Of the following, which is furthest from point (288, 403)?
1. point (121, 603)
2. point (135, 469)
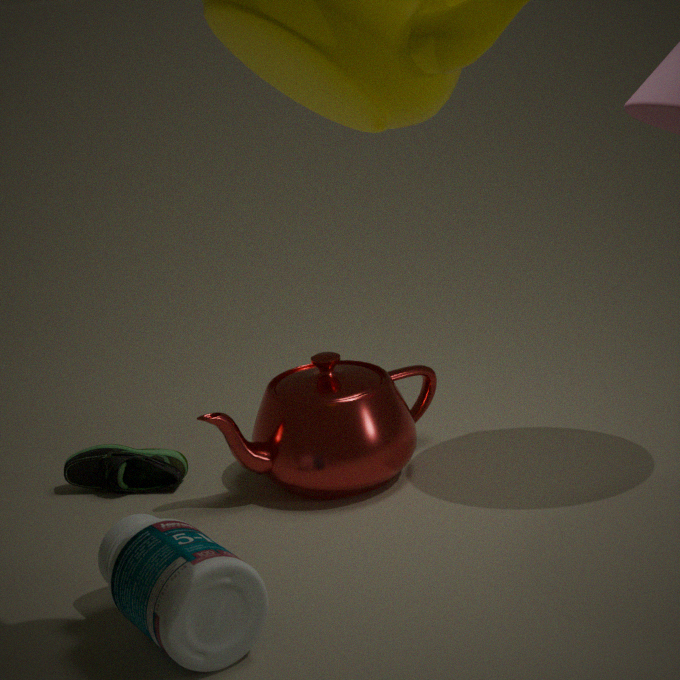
point (121, 603)
